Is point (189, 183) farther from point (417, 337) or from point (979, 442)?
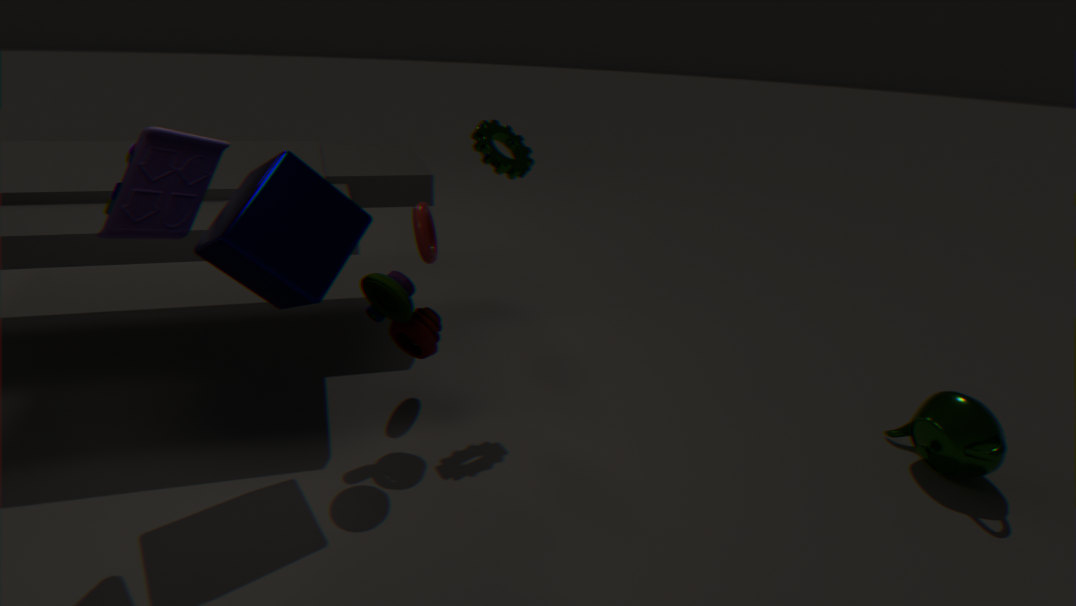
point (979, 442)
